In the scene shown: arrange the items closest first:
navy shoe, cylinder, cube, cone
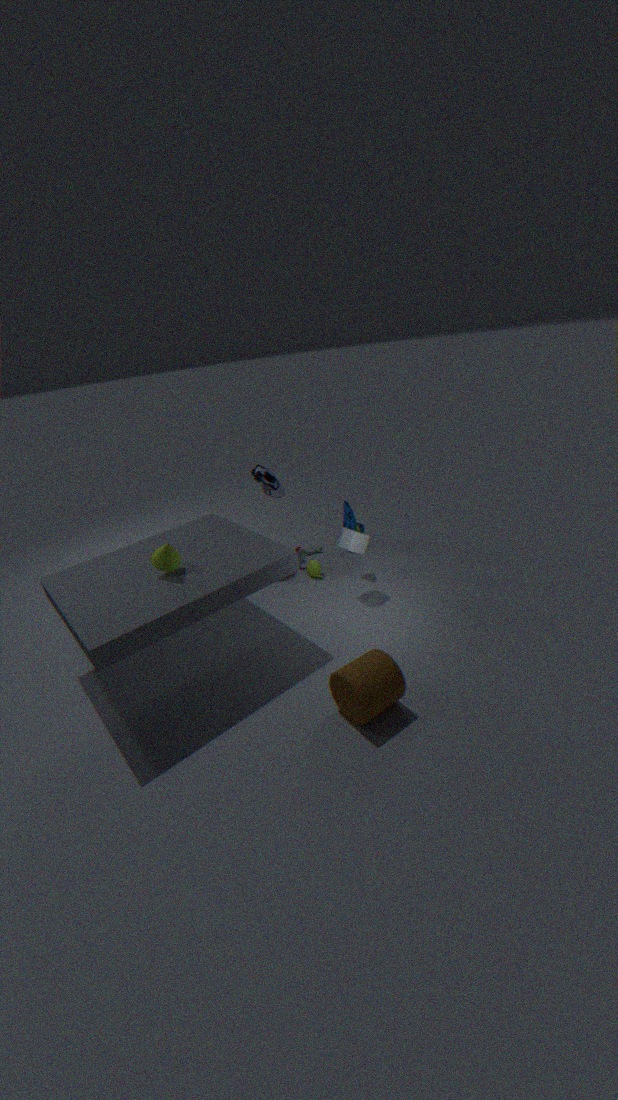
cylinder < cone < cube < navy shoe
